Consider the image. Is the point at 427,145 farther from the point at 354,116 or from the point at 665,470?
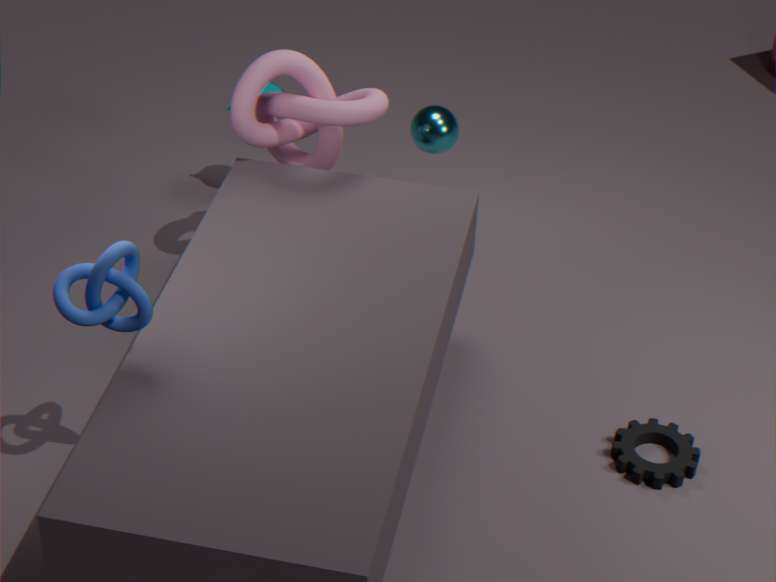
the point at 665,470
